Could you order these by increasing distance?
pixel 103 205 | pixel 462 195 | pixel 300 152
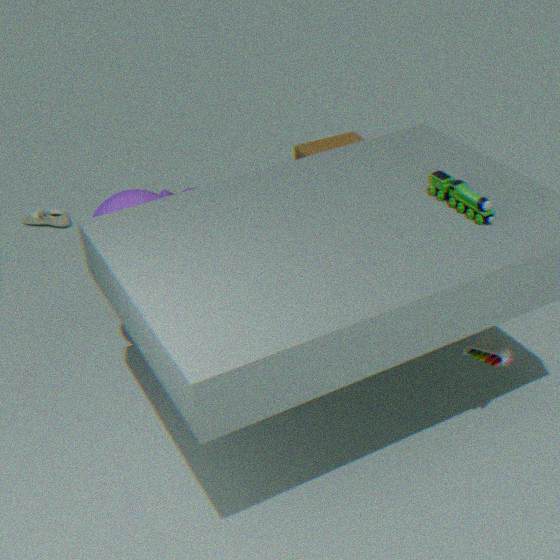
pixel 462 195
pixel 103 205
pixel 300 152
